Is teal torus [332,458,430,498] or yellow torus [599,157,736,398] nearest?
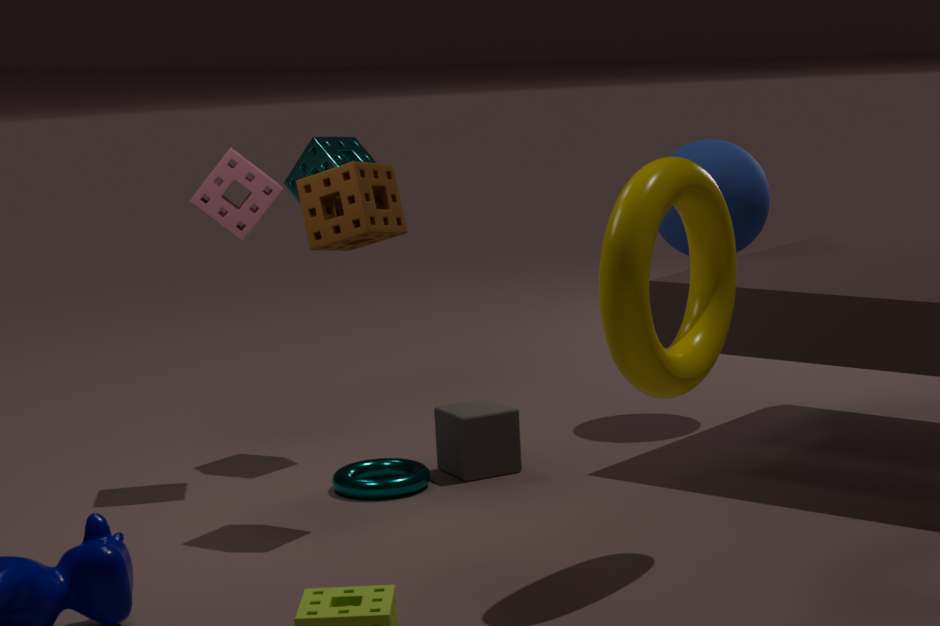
yellow torus [599,157,736,398]
